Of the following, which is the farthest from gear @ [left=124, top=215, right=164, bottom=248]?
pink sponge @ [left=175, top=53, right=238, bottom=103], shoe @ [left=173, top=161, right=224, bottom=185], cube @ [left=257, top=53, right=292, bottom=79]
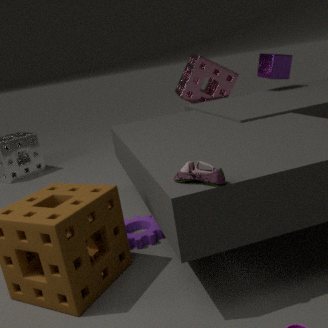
cube @ [left=257, top=53, right=292, bottom=79]
